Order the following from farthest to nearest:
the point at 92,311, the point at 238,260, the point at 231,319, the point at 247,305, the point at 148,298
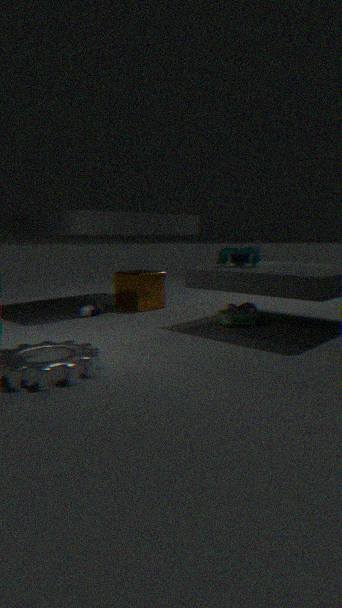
1. the point at 148,298
2. the point at 92,311
3. the point at 247,305
4. the point at 238,260
5. the point at 231,319
